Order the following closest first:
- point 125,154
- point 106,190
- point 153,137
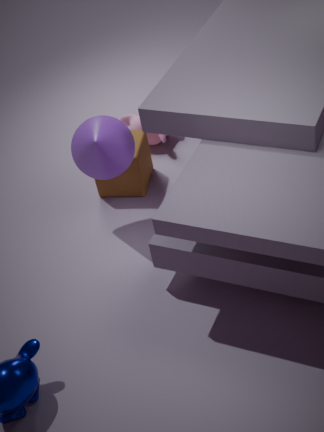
point 125,154 → point 106,190 → point 153,137
